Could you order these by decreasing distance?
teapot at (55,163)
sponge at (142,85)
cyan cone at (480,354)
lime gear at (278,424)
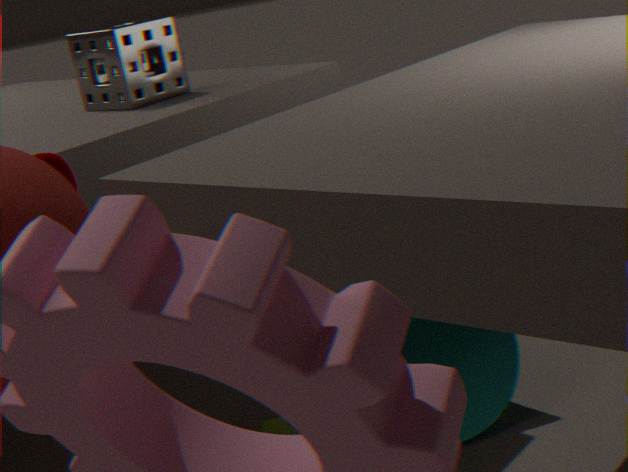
cyan cone at (480,354) < lime gear at (278,424) < sponge at (142,85) < teapot at (55,163)
